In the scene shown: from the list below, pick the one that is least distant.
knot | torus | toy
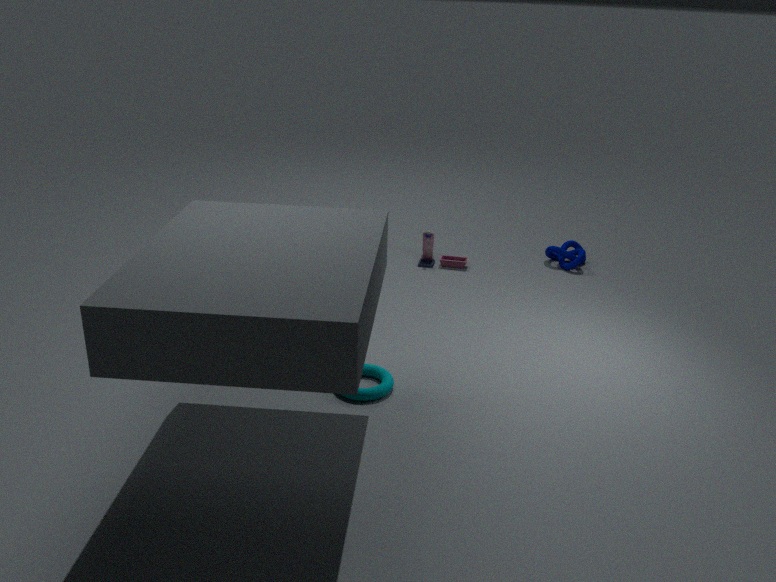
torus
